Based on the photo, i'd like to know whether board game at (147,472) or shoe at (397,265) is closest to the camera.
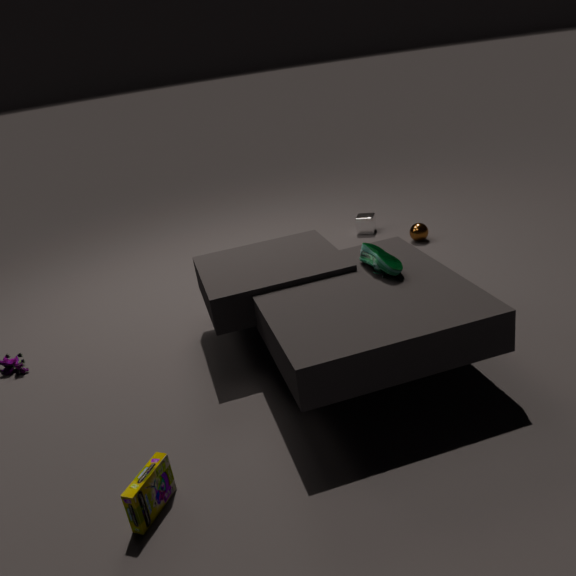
board game at (147,472)
